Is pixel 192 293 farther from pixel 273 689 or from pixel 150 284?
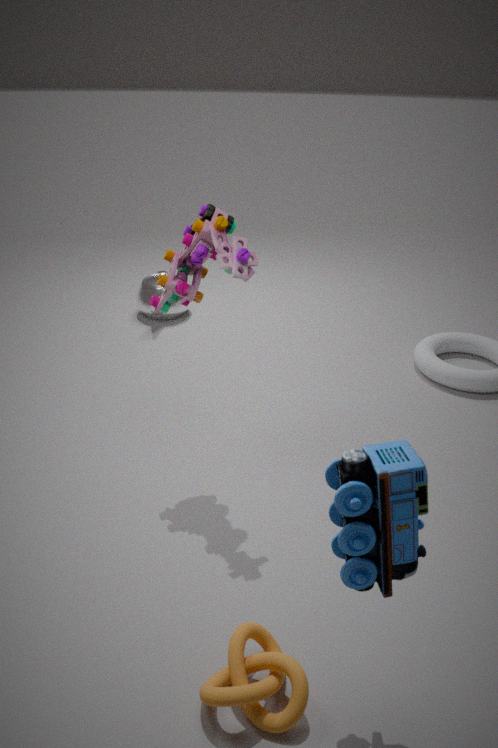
pixel 150 284
